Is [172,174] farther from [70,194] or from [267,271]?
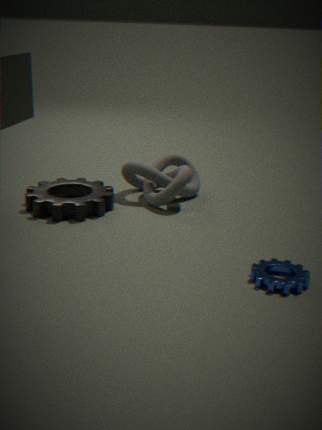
[267,271]
